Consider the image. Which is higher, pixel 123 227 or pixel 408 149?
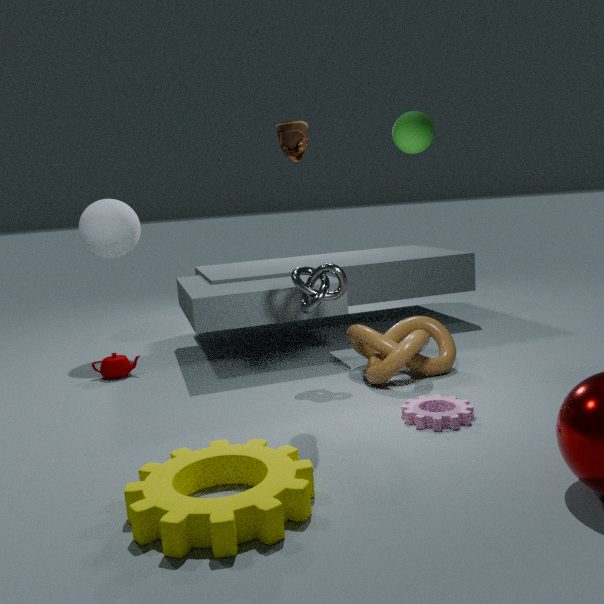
pixel 408 149
